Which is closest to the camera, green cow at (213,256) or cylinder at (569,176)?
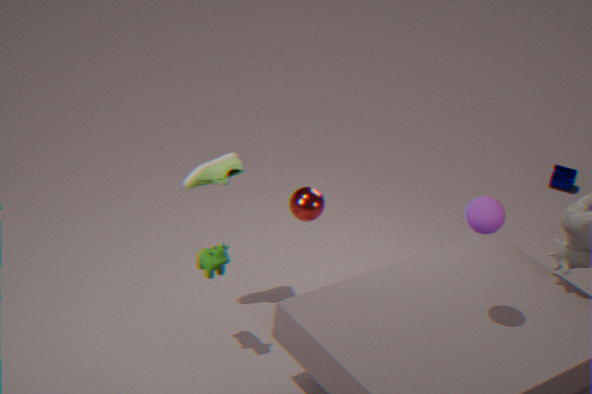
green cow at (213,256)
